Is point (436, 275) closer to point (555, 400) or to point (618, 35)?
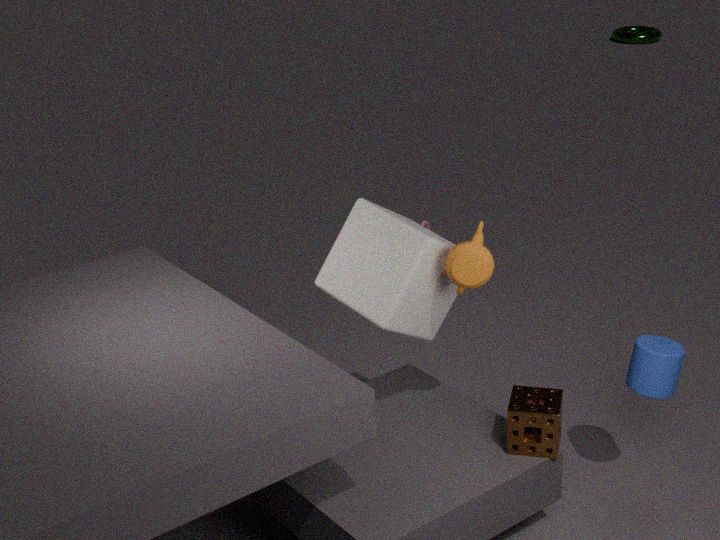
point (555, 400)
